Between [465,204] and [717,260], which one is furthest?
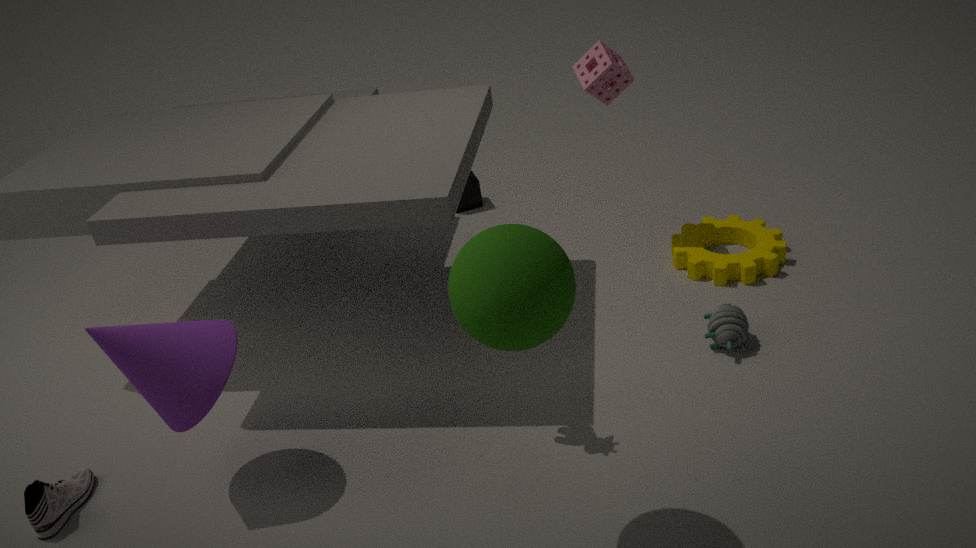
[465,204]
